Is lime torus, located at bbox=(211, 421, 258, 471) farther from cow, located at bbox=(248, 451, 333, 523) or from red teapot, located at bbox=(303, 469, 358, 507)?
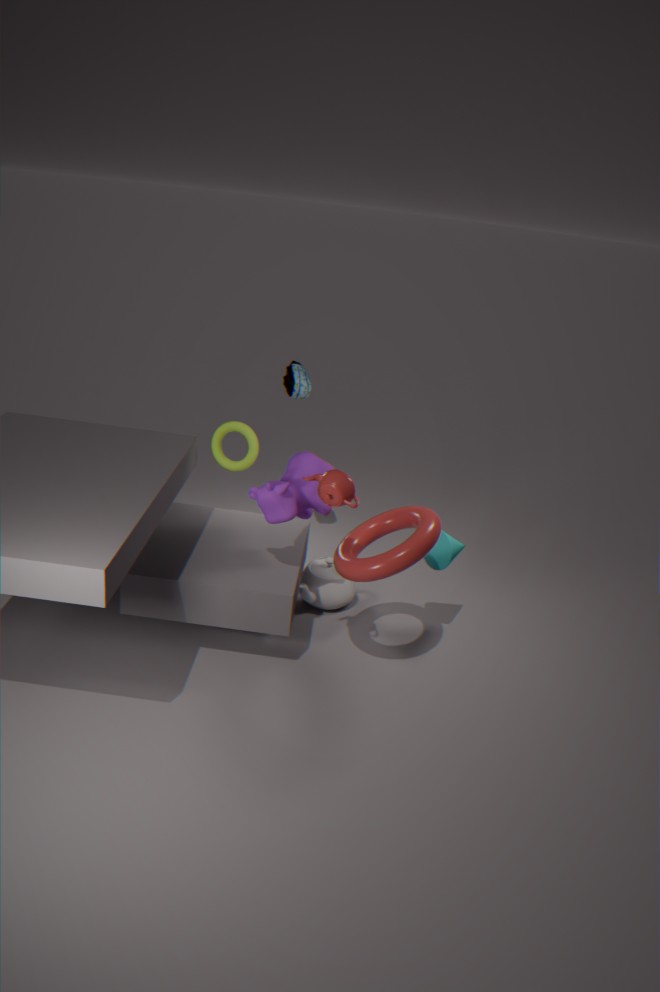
red teapot, located at bbox=(303, 469, 358, 507)
